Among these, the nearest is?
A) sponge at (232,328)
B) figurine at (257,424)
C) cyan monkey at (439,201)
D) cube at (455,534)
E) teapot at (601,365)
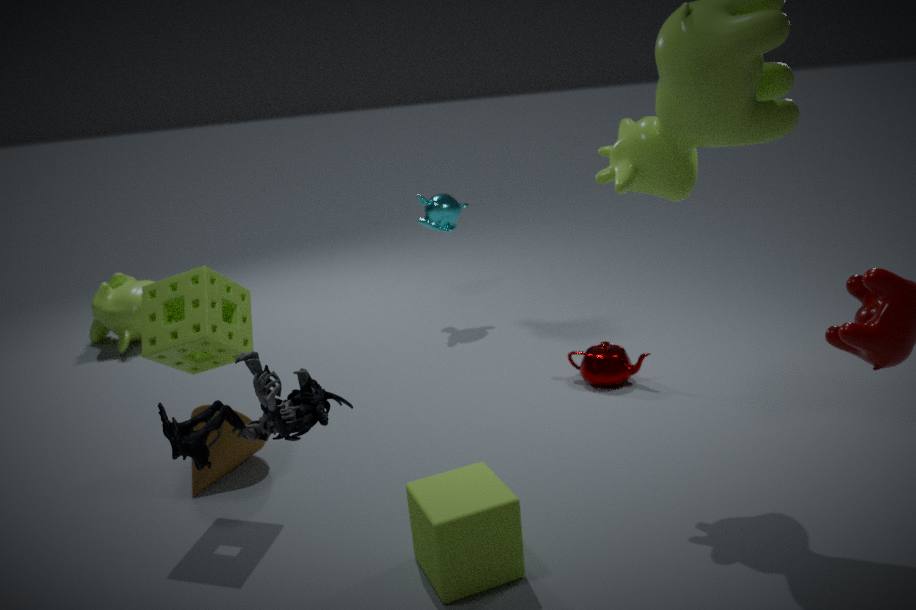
figurine at (257,424)
